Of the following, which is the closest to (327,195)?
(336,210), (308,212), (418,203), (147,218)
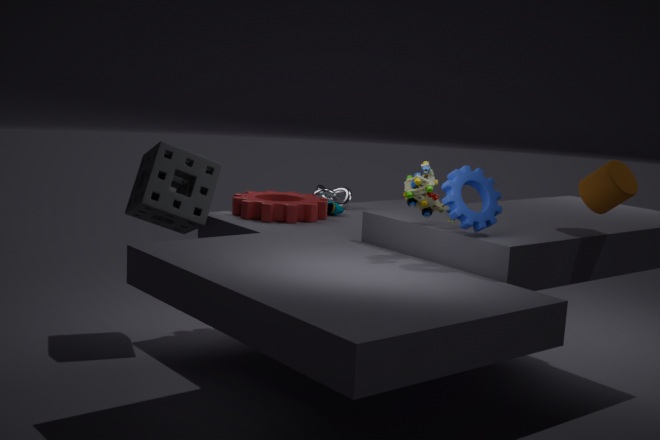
(336,210)
